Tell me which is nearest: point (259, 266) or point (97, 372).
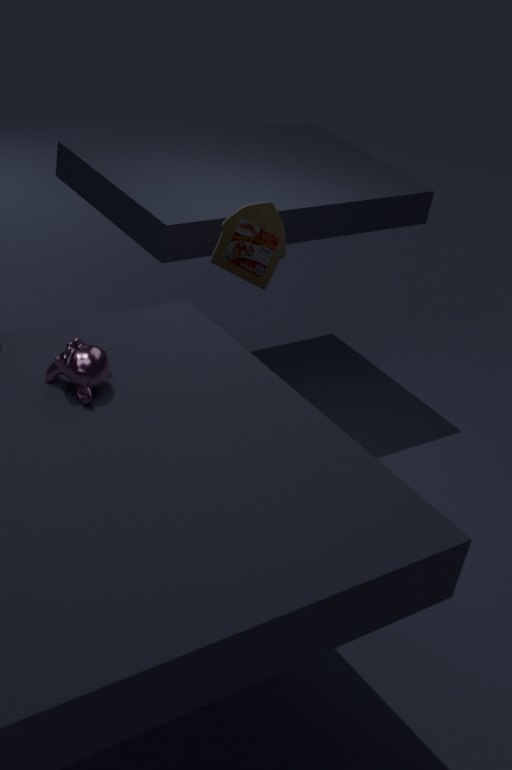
point (97, 372)
